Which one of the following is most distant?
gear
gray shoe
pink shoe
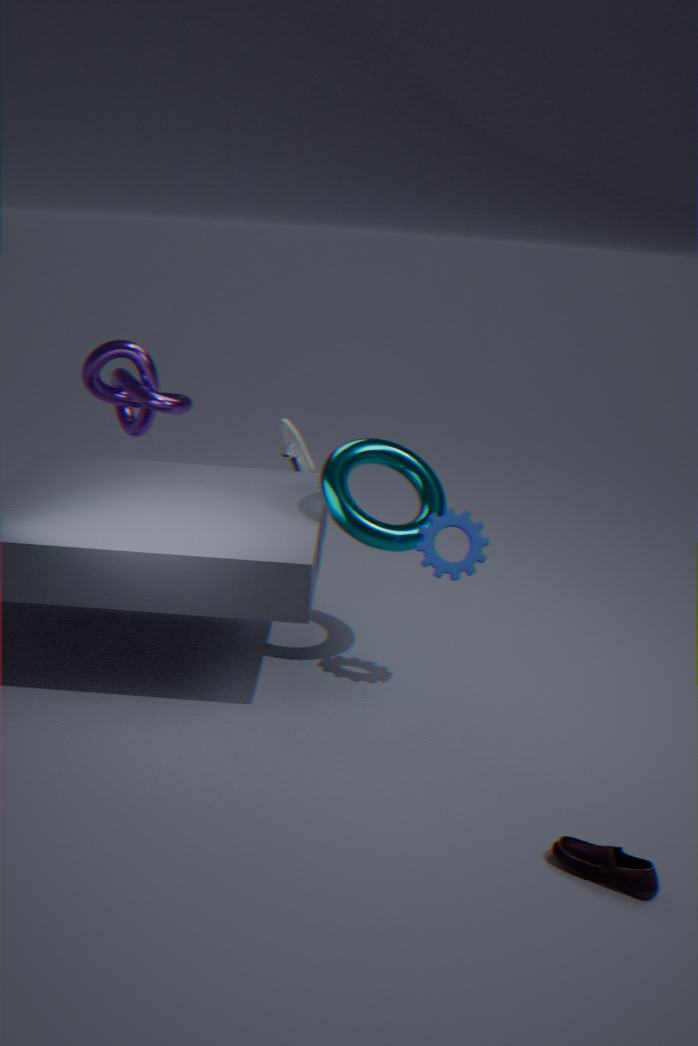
gray shoe
